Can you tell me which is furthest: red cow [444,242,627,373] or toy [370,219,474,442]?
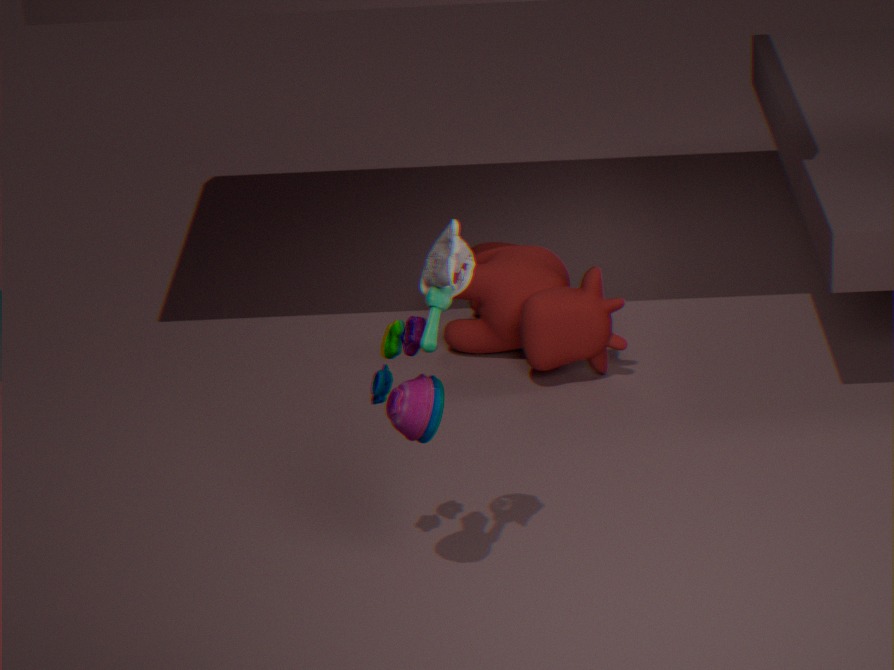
red cow [444,242,627,373]
